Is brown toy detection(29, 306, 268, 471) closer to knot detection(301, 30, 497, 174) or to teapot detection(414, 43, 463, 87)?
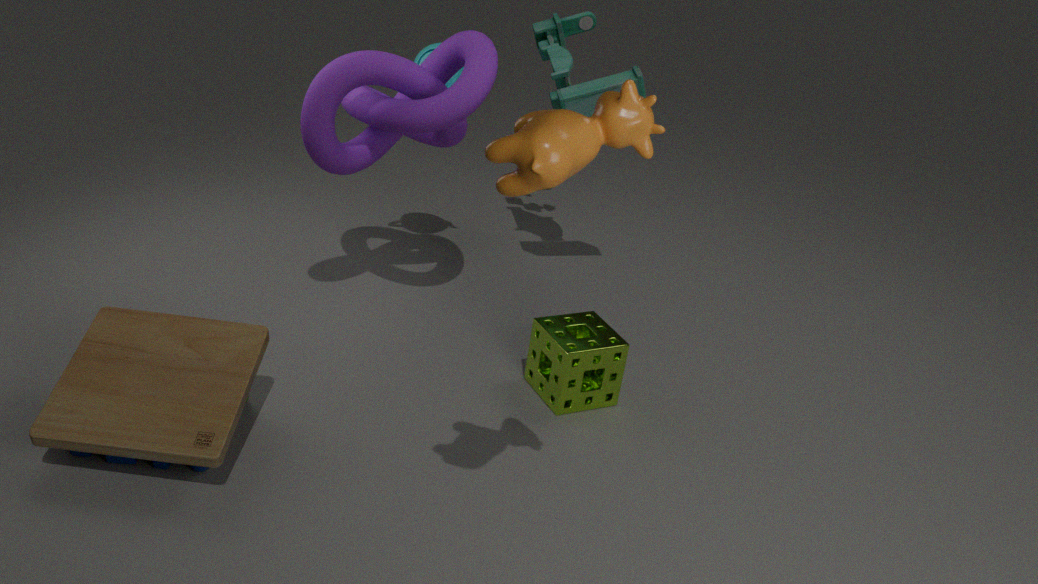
knot detection(301, 30, 497, 174)
